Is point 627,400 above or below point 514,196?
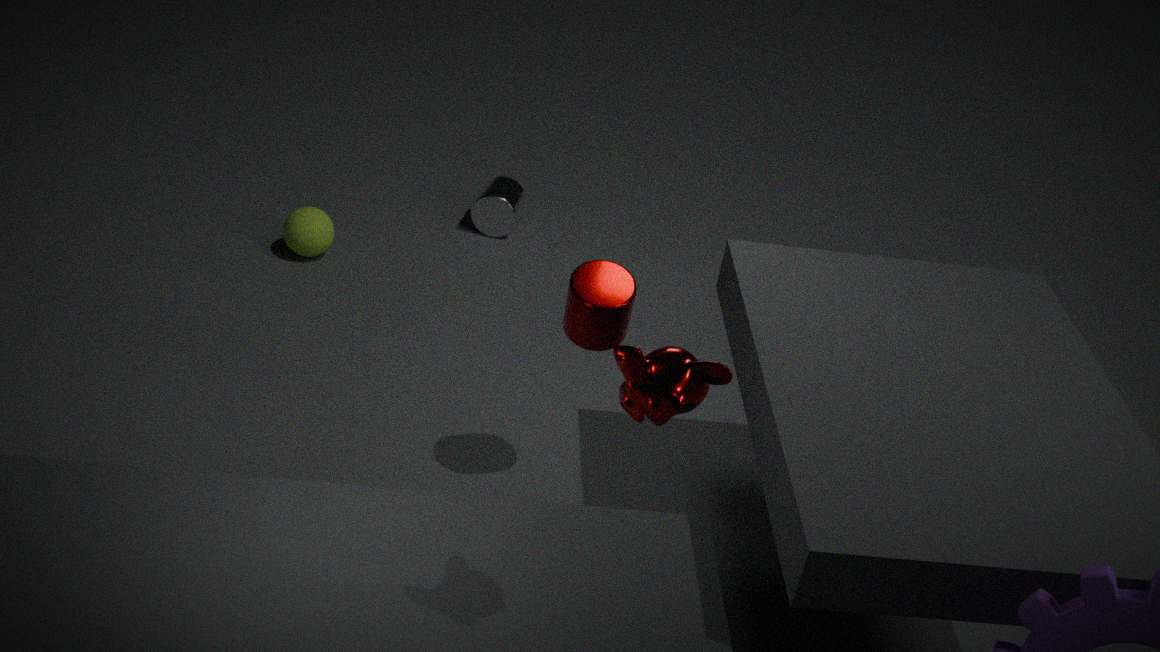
above
